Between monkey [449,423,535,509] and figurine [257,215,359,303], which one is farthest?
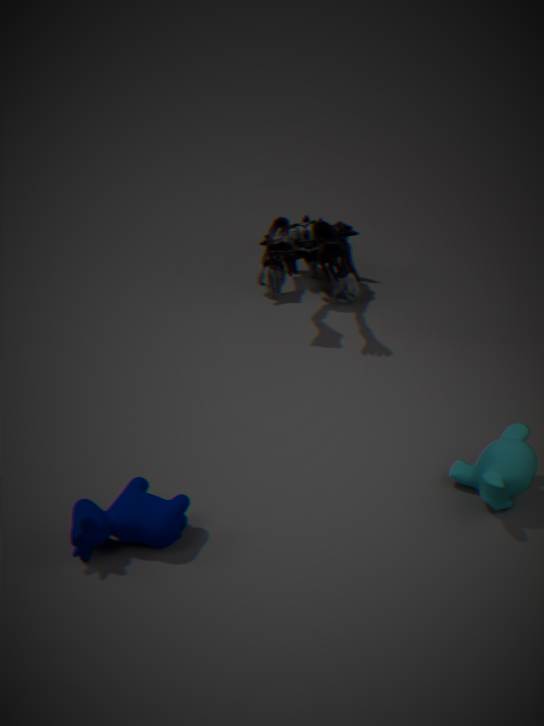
figurine [257,215,359,303]
